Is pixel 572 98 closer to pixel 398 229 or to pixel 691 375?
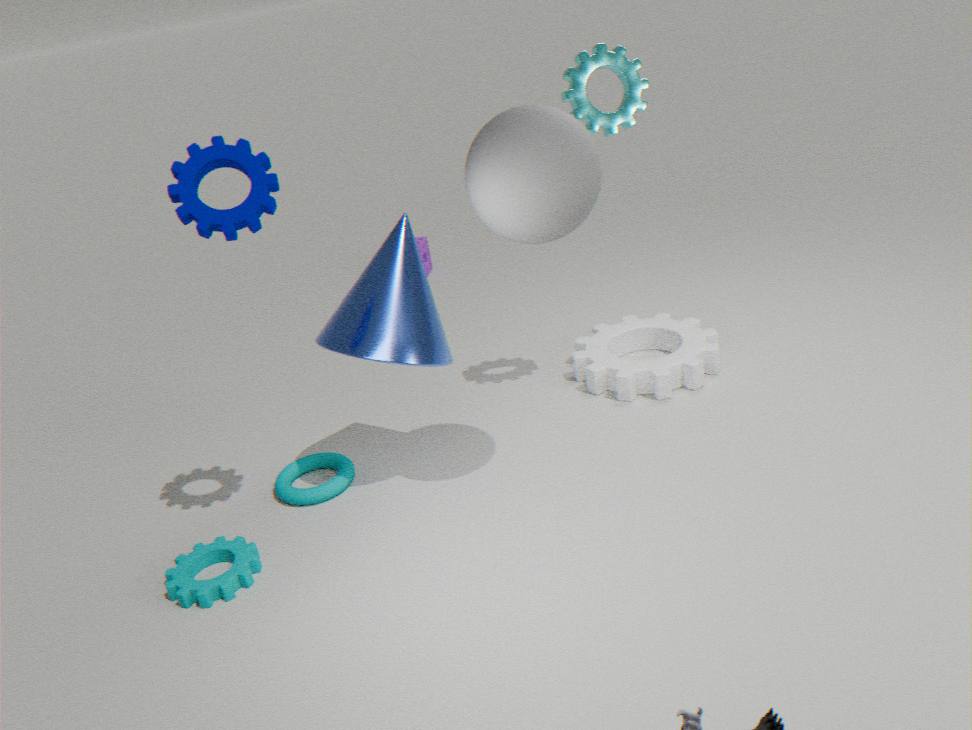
pixel 398 229
